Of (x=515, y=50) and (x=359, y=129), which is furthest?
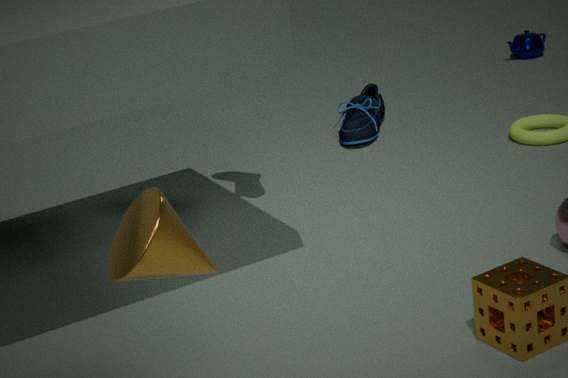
(x=515, y=50)
